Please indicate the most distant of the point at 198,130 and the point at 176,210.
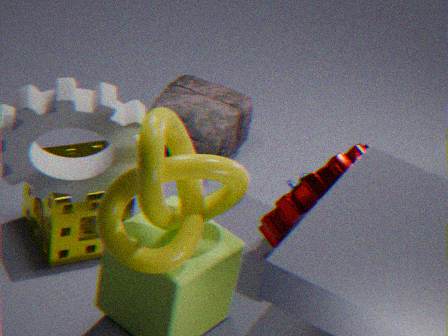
the point at 198,130
